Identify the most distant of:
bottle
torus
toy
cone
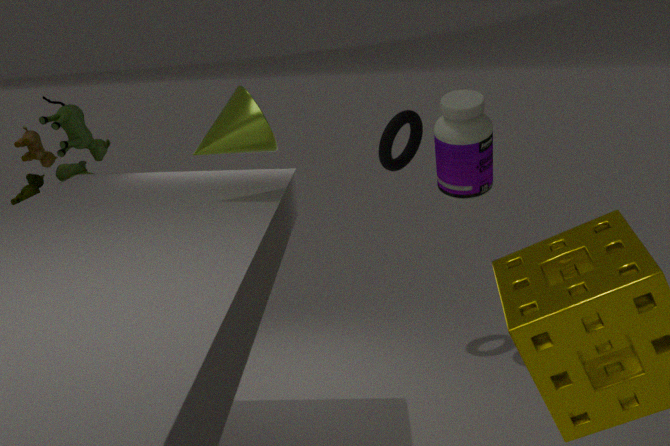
torus
